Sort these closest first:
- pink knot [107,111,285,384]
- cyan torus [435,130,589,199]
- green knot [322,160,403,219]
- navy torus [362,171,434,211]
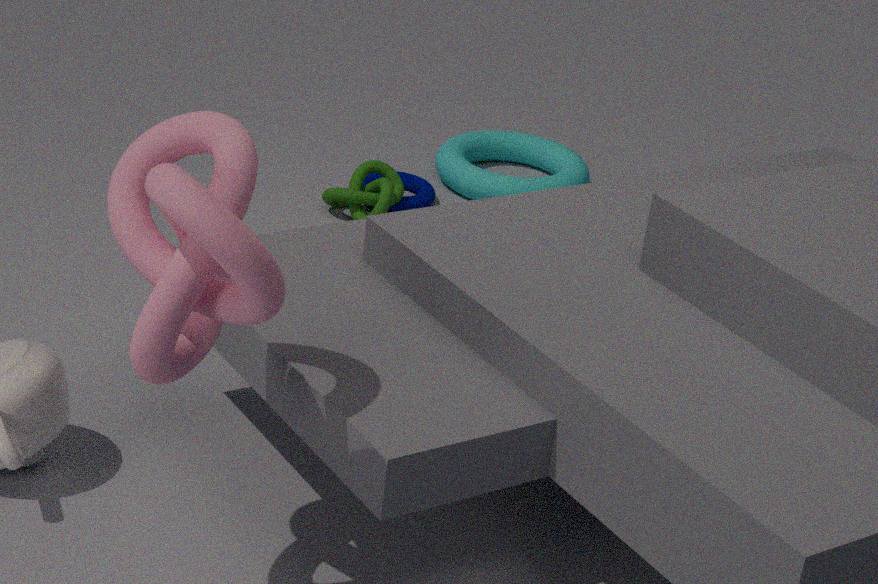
pink knot [107,111,285,384] < green knot [322,160,403,219] < navy torus [362,171,434,211] < cyan torus [435,130,589,199]
